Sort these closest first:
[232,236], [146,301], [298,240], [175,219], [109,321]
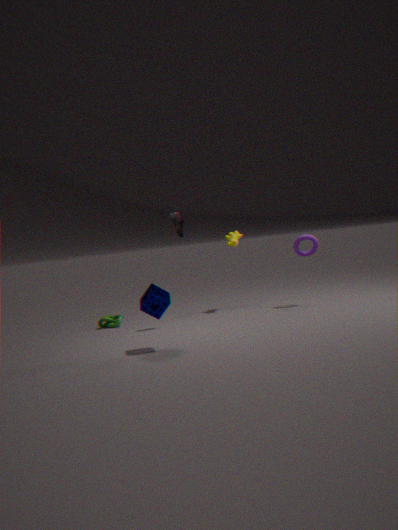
[146,301], [175,219], [298,240], [109,321], [232,236]
